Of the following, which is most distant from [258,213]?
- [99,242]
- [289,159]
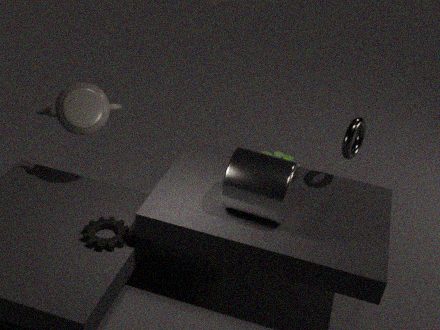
[289,159]
